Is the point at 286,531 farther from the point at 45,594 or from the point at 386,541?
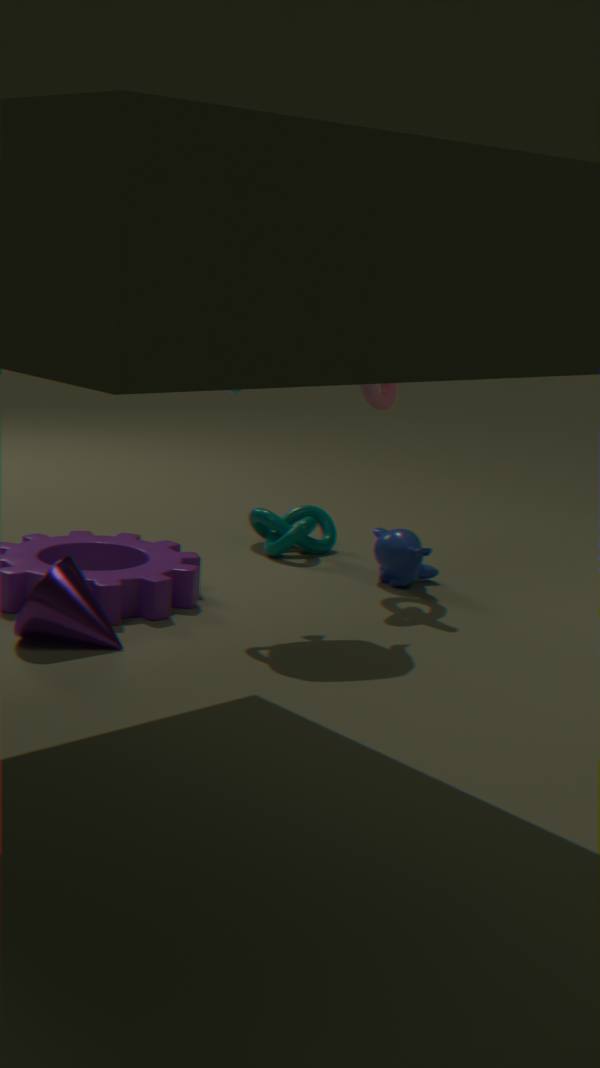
the point at 45,594
